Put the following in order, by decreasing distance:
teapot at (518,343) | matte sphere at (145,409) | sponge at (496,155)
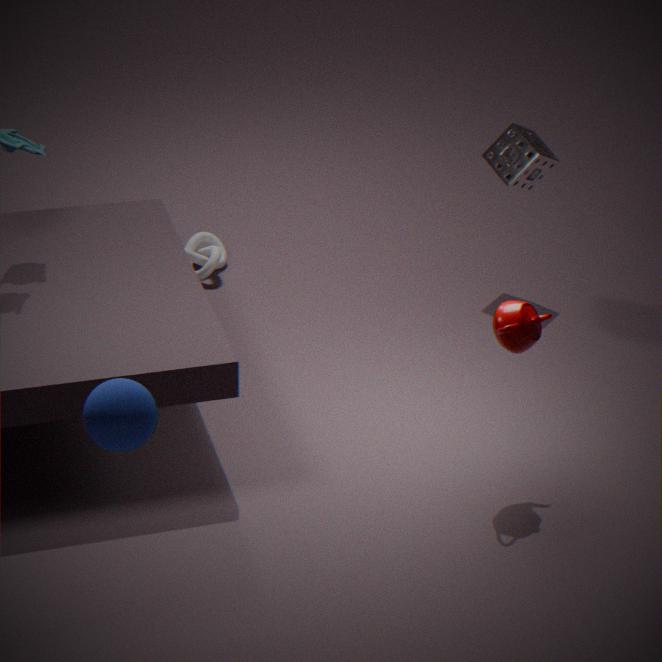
1. sponge at (496,155)
2. teapot at (518,343)
3. matte sphere at (145,409)
